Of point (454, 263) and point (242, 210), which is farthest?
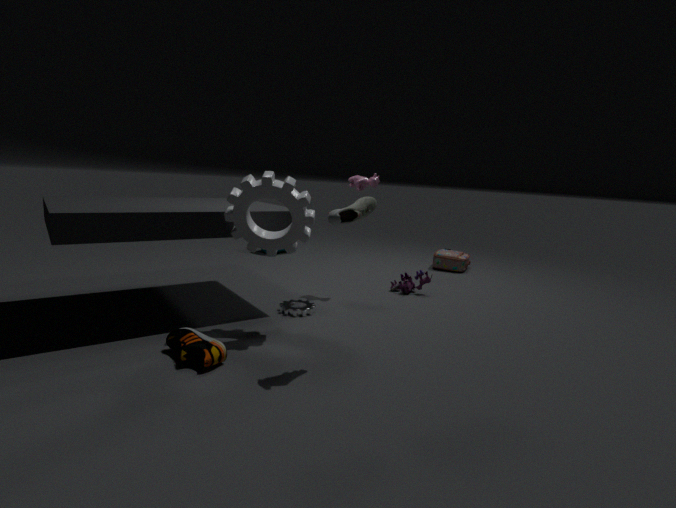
point (454, 263)
